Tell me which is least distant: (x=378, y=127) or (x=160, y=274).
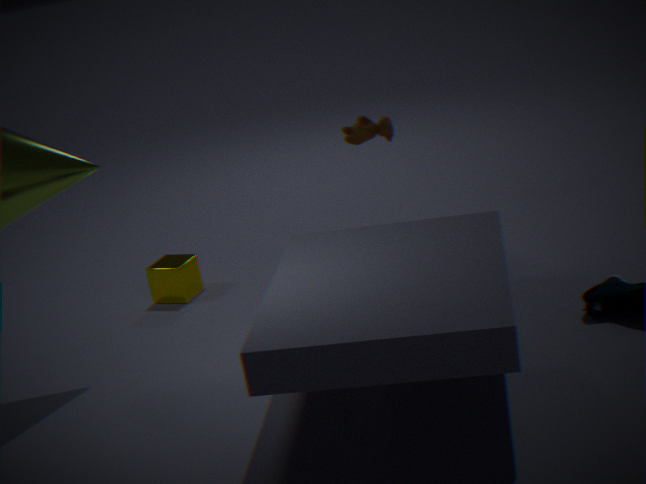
(x=160, y=274)
